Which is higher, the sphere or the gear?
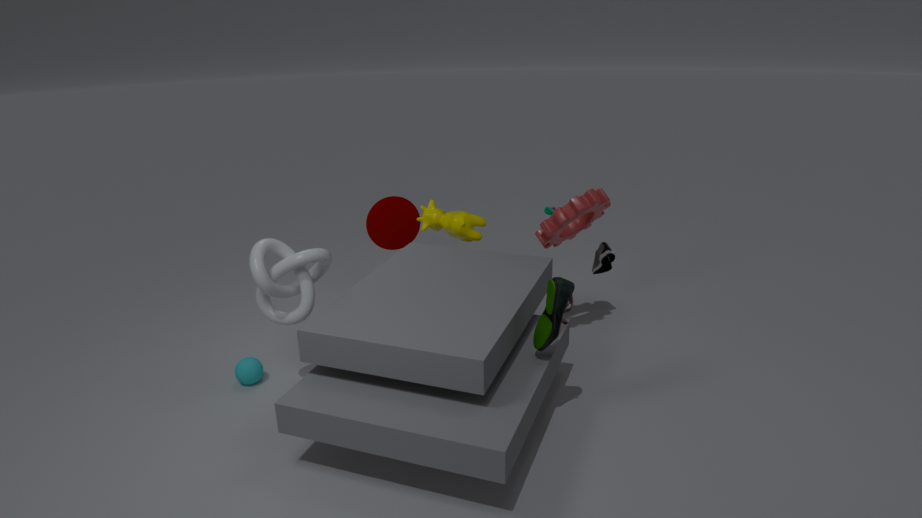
the gear
